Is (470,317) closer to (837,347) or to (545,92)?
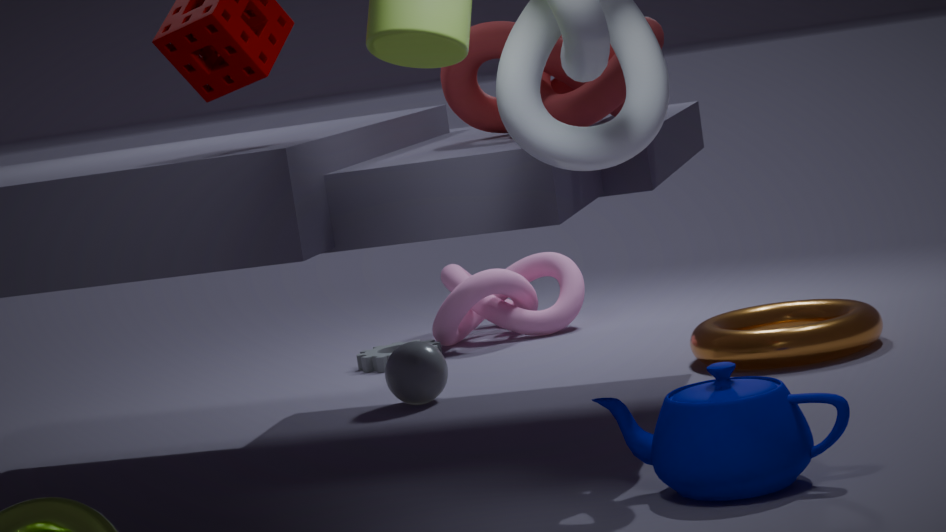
(837,347)
